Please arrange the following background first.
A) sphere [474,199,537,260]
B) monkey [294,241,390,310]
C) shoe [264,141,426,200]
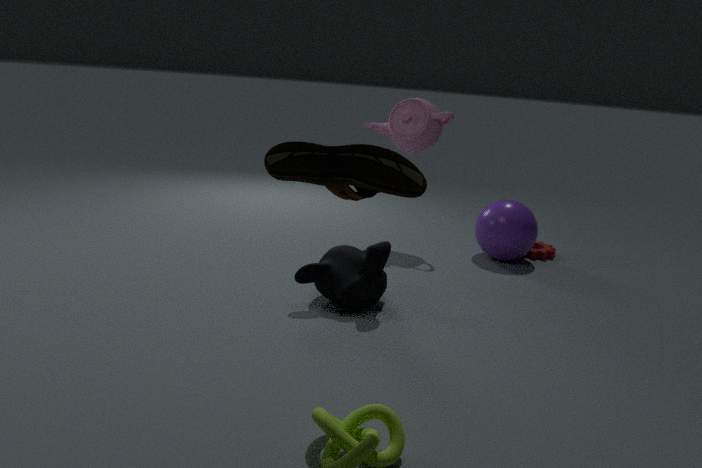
sphere [474,199,537,260] < monkey [294,241,390,310] < shoe [264,141,426,200]
